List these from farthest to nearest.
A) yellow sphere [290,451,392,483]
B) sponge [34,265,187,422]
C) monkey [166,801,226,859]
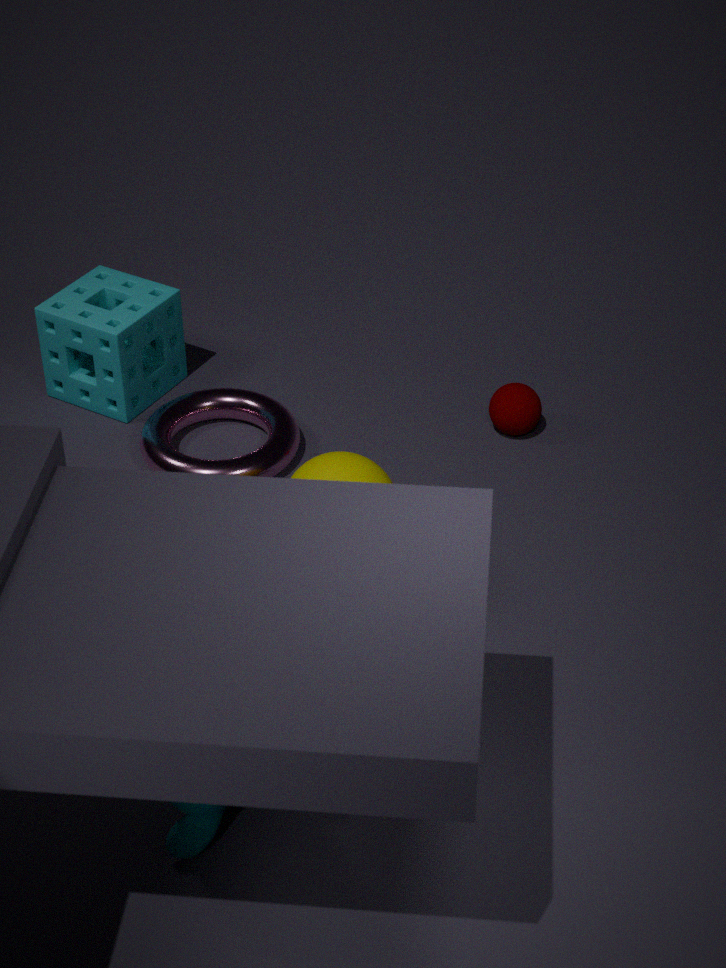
sponge [34,265,187,422] → yellow sphere [290,451,392,483] → monkey [166,801,226,859]
